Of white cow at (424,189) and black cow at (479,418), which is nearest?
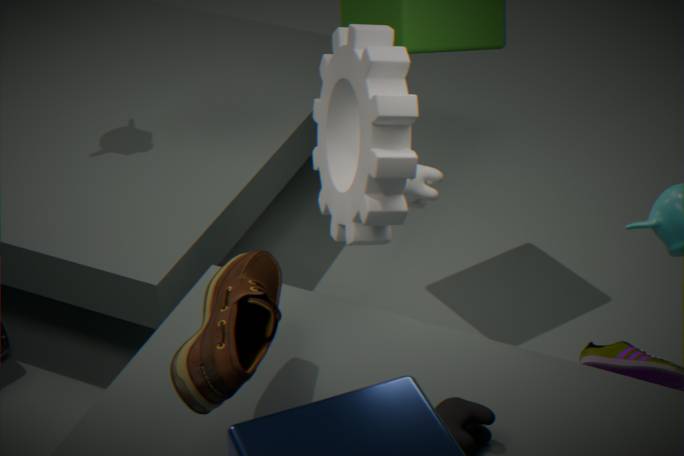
black cow at (479,418)
